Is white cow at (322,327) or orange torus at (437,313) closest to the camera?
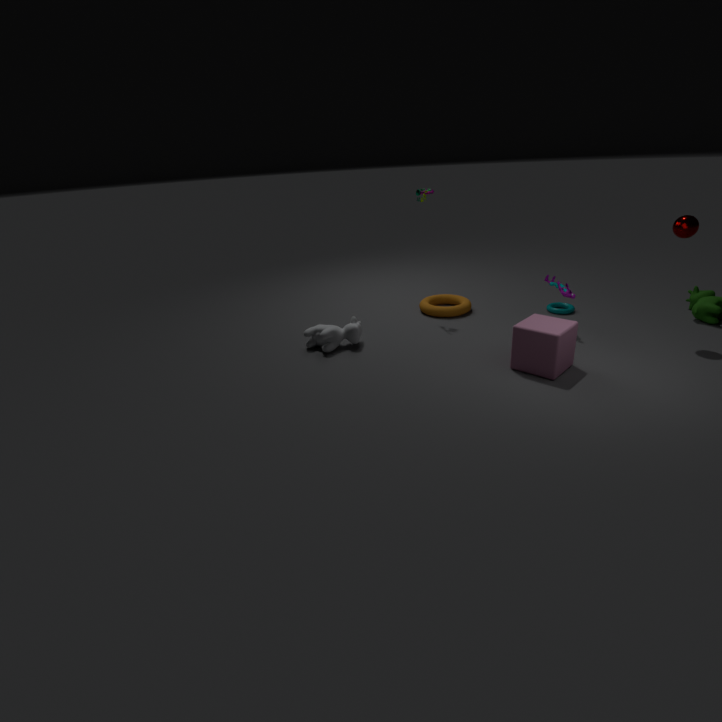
white cow at (322,327)
